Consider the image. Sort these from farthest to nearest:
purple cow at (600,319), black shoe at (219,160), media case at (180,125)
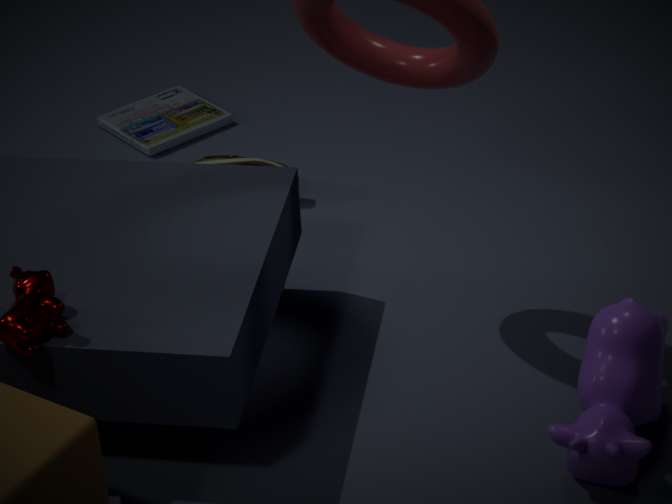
media case at (180,125), black shoe at (219,160), purple cow at (600,319)
